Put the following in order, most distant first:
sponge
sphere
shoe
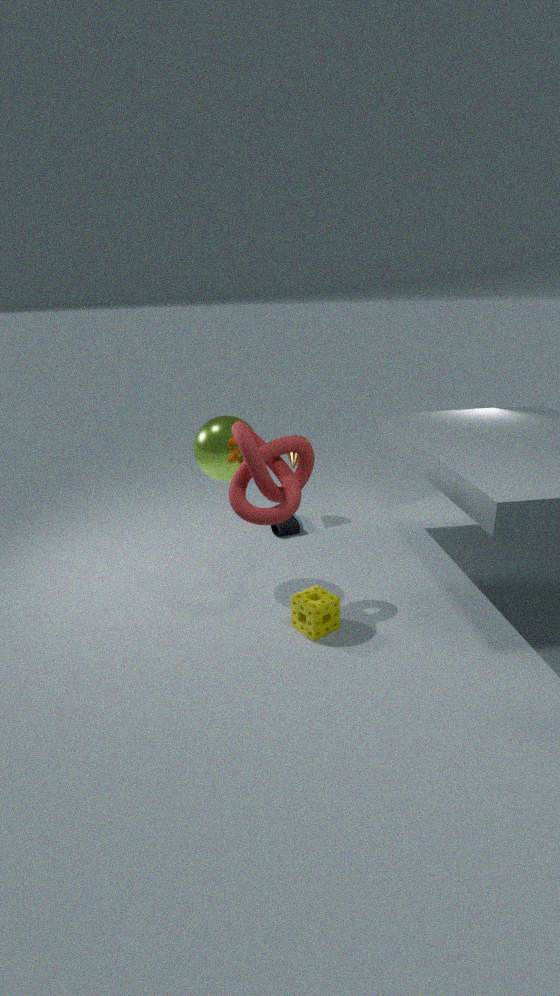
shoe
sphere
sponge
